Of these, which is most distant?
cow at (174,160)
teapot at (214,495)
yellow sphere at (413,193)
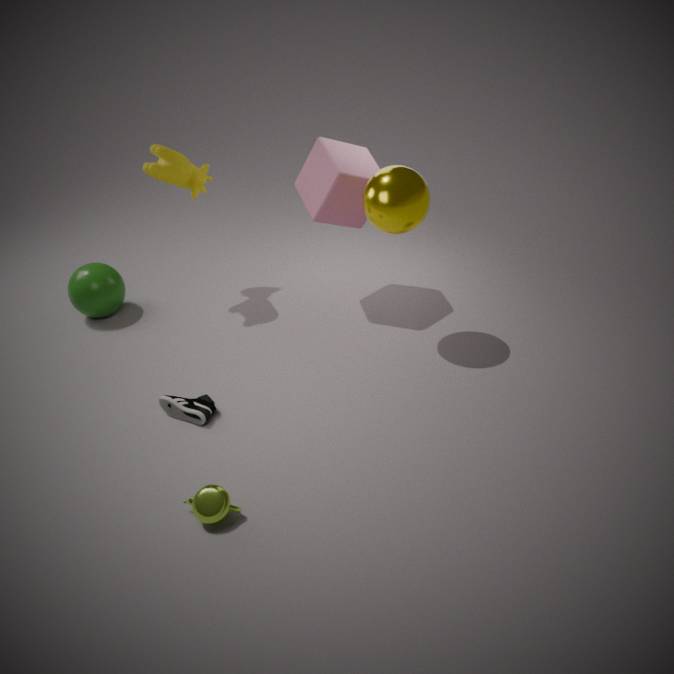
cow at (174,160)
